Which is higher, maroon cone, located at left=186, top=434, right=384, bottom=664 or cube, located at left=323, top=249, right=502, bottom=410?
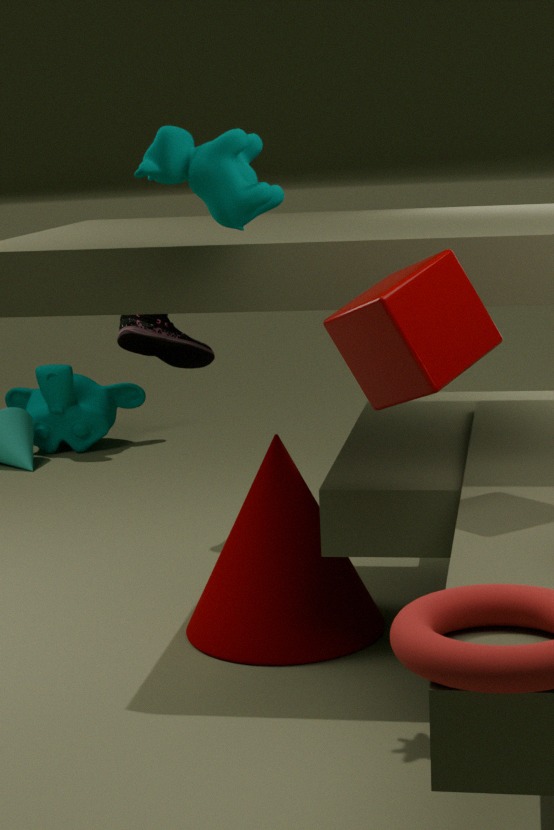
cube, located at left=323, top=249, right=502, bottom=410
